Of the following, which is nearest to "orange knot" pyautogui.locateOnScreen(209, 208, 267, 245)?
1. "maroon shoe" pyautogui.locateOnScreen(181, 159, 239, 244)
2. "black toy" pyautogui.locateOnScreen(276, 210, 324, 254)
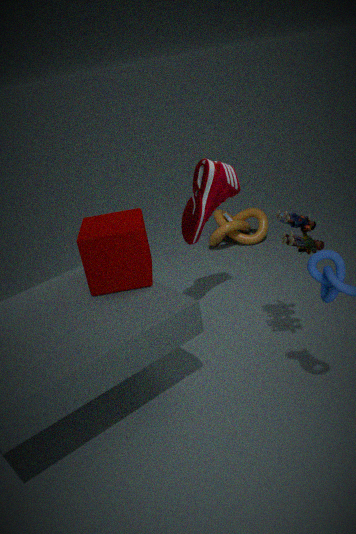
"maroon shoe" pyautogui.locateOnScreen(181, 159, 239, 244)
